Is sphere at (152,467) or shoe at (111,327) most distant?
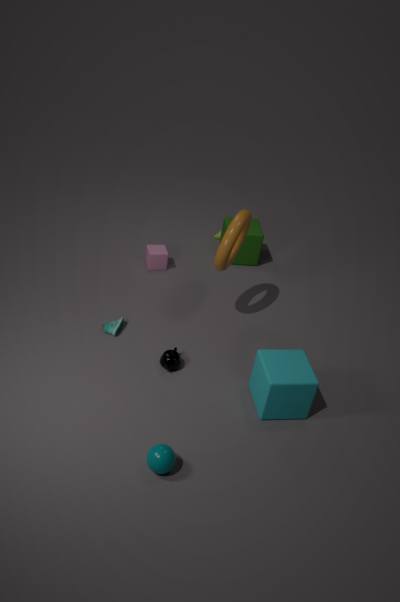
shoe at (111,327)
